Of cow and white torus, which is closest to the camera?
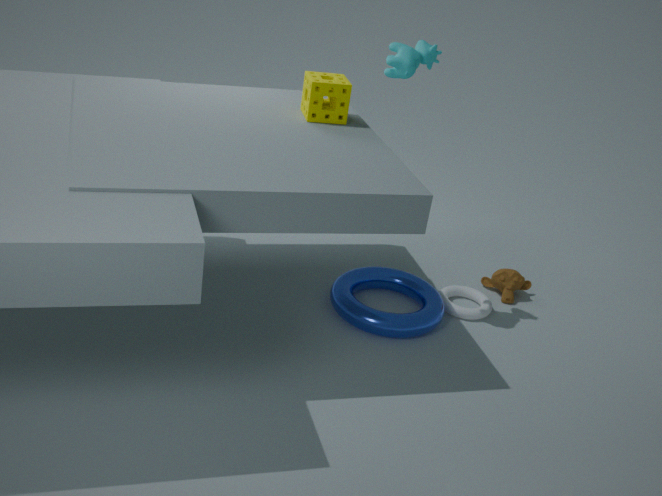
cow
